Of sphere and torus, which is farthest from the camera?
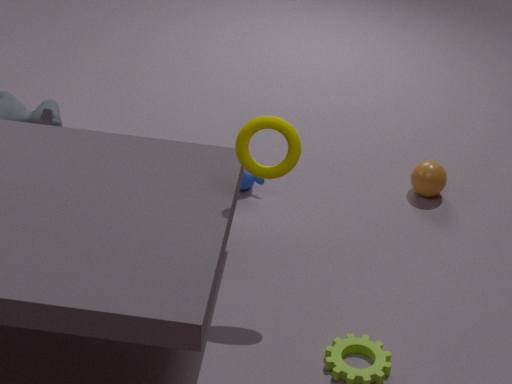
sphere
